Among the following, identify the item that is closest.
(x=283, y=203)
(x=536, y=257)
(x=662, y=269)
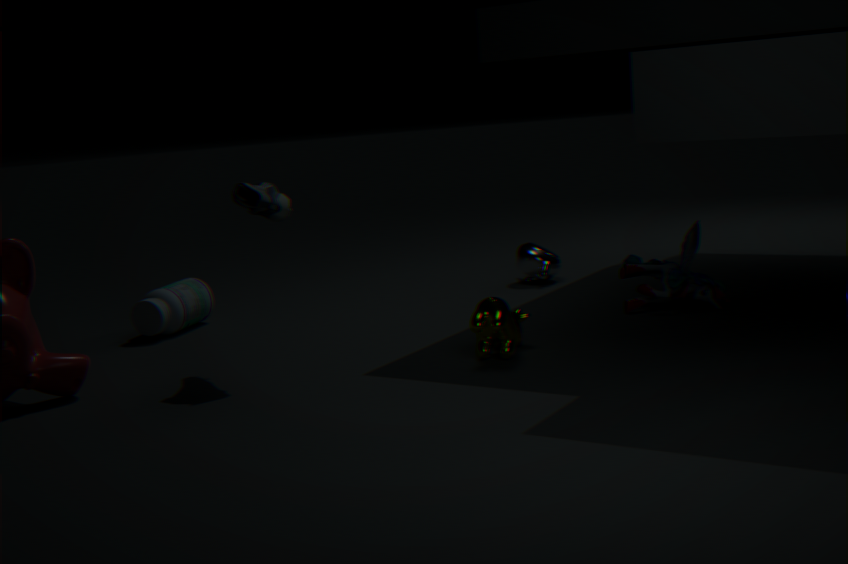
(x=283, y=203)
